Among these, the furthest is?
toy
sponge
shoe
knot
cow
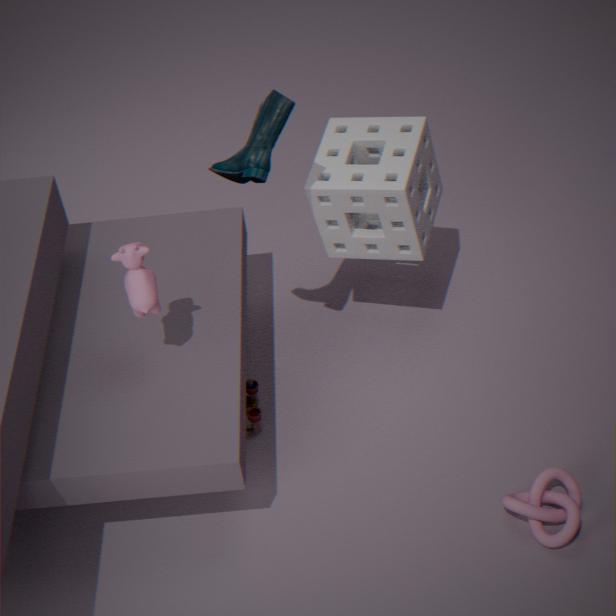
toy
